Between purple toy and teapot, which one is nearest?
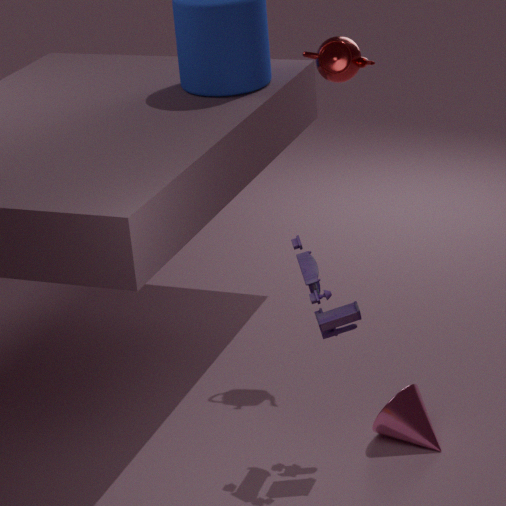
purple toy
